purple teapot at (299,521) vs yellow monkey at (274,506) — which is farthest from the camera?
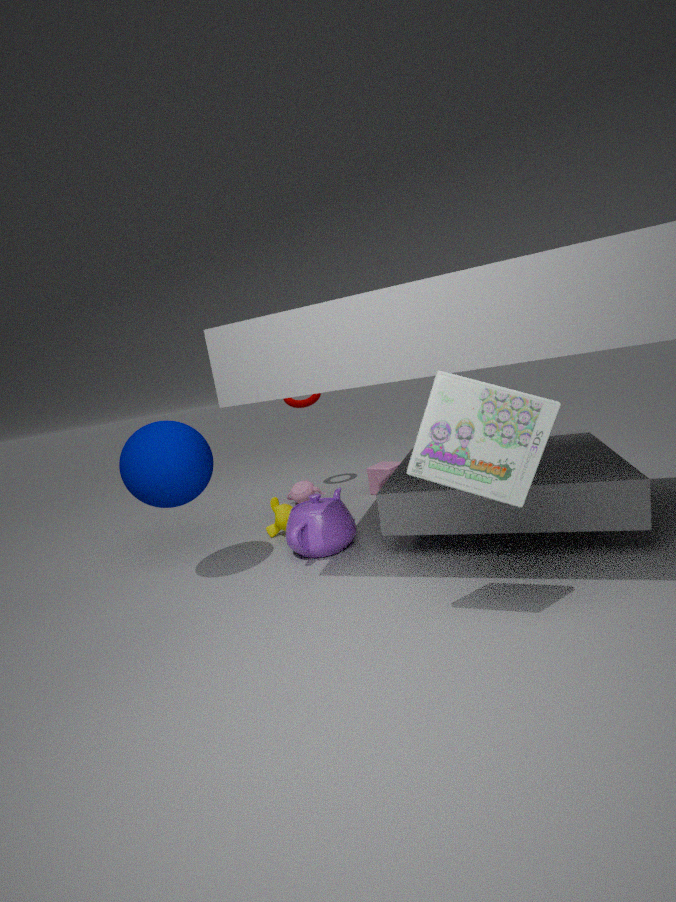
yellow monkey at (274,506)
